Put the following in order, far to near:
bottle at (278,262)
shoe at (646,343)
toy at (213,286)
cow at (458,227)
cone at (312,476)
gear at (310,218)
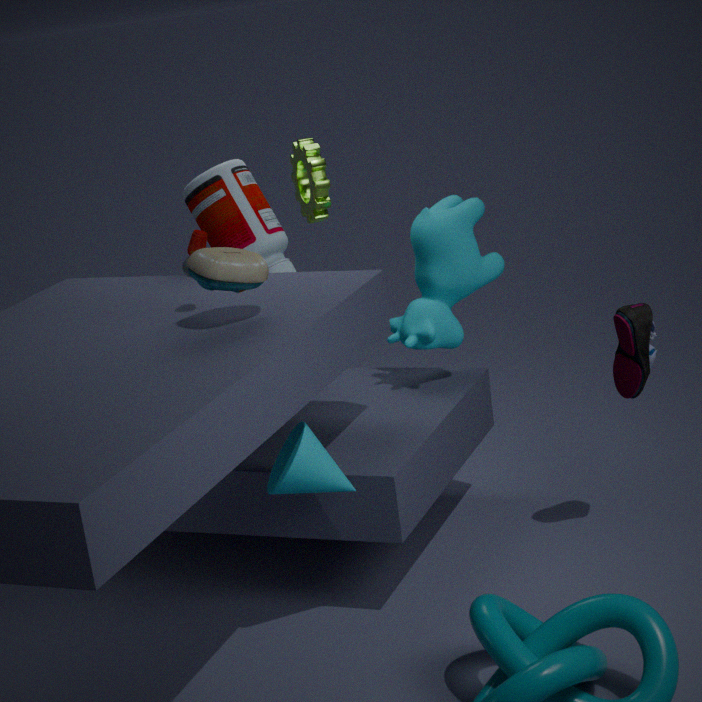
gear at (310,218) < cow at (458,227) < bottle at (278,262) < shoe at (646,343) < cone at (312,476) < toy at (213,286)
